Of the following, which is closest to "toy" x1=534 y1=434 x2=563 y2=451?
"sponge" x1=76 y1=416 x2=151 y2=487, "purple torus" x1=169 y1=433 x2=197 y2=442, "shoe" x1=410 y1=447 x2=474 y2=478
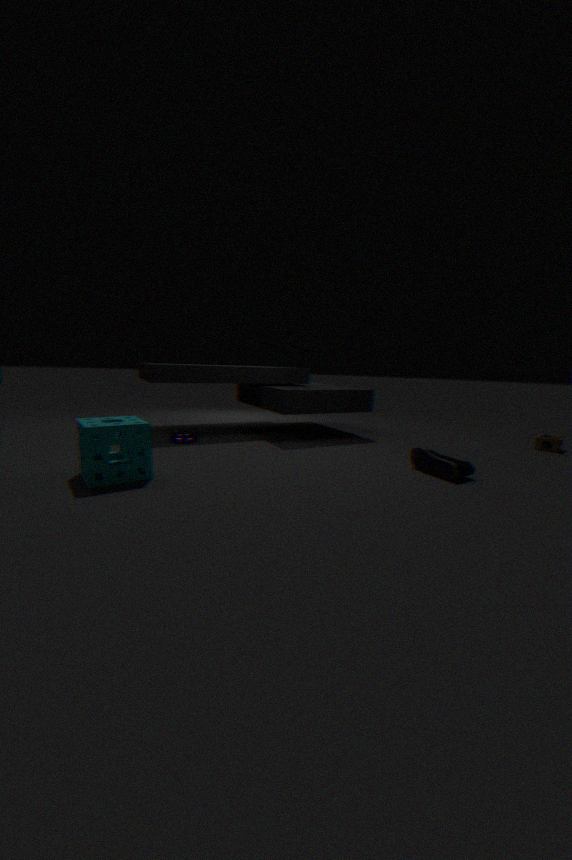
"shoe" x1=410 y1=447 x2=474 y2=478
